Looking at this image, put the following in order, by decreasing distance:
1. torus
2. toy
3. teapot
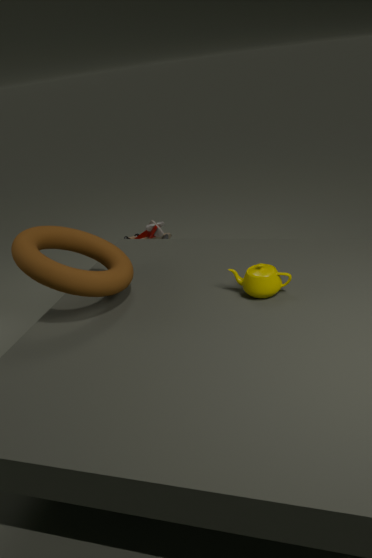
toy
teapot
torus
